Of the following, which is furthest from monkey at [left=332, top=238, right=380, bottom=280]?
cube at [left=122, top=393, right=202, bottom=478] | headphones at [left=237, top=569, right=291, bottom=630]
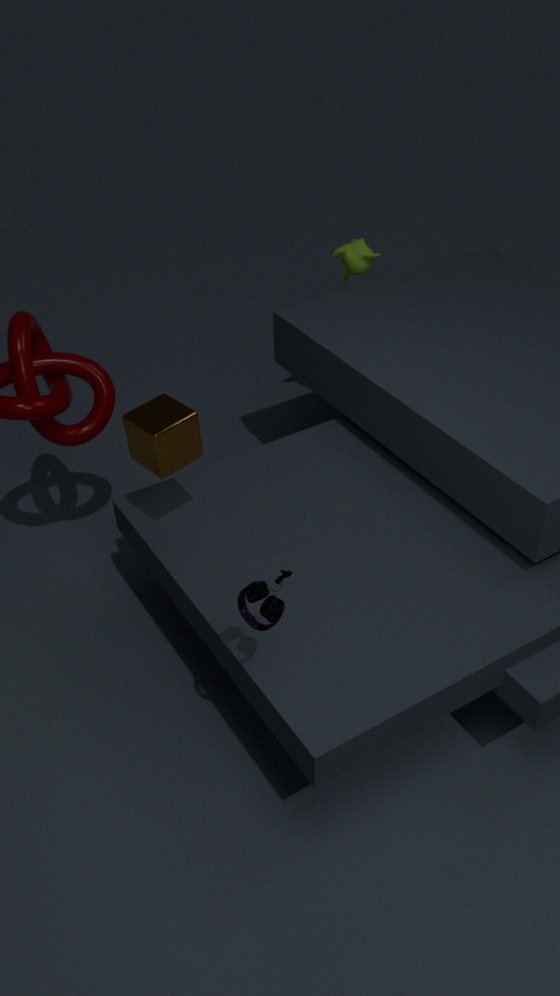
headphones at [left=237, top=569, right=291, bottom=630]
